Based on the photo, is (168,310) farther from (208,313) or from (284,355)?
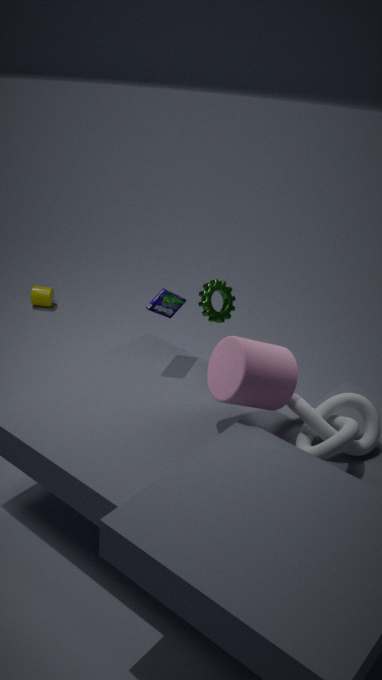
(284,355)
